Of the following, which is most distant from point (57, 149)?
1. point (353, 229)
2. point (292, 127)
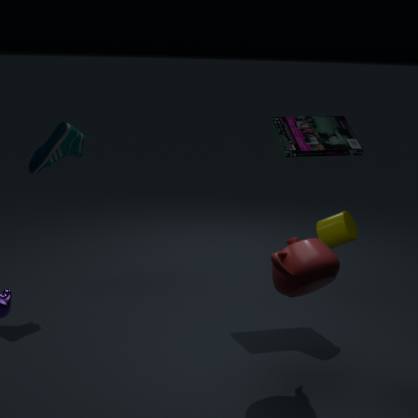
point (353, 229)
